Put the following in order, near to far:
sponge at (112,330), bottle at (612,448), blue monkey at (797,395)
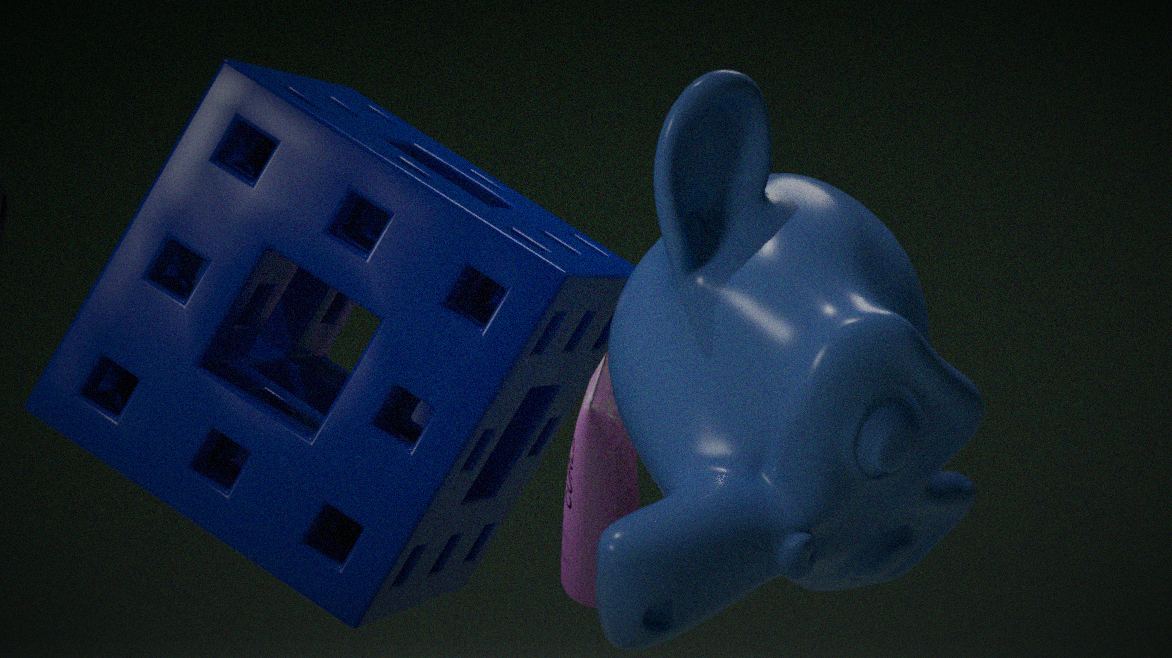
blue monkey at (797,395), sponge at (112,330), bottle at (612,448)
